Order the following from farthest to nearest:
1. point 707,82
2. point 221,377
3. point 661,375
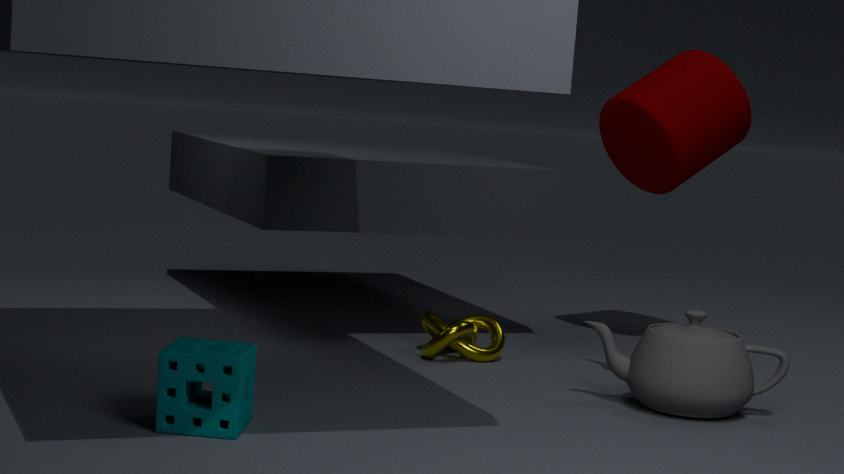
point 707,82 → point 661,375 → point 221,377
